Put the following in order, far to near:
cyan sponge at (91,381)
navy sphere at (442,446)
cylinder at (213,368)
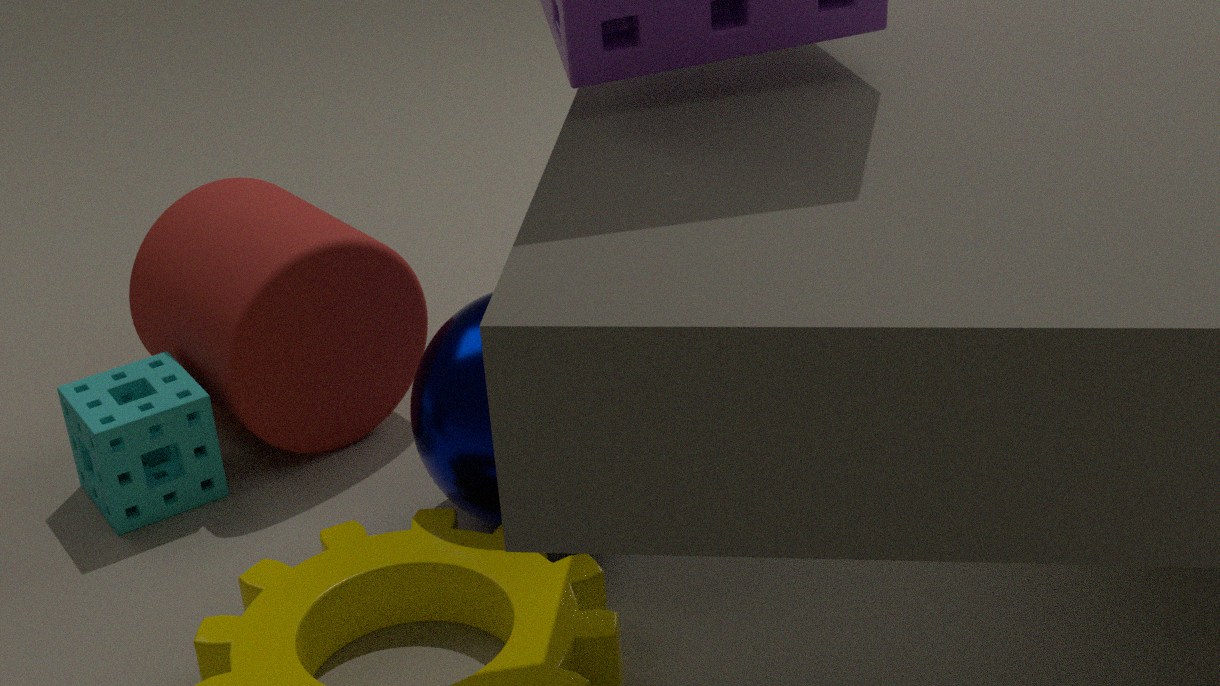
1. cylinder at (213,368)
2. cyan sponge at (91,381)
3. navy sphere at (442,446)
